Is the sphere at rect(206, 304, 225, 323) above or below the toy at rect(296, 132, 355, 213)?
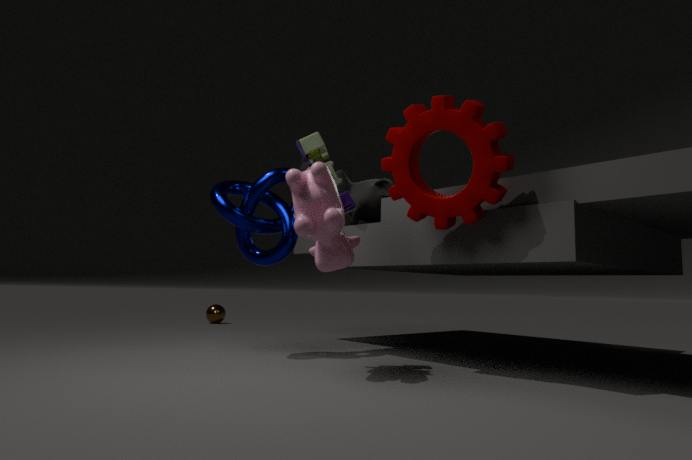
below
